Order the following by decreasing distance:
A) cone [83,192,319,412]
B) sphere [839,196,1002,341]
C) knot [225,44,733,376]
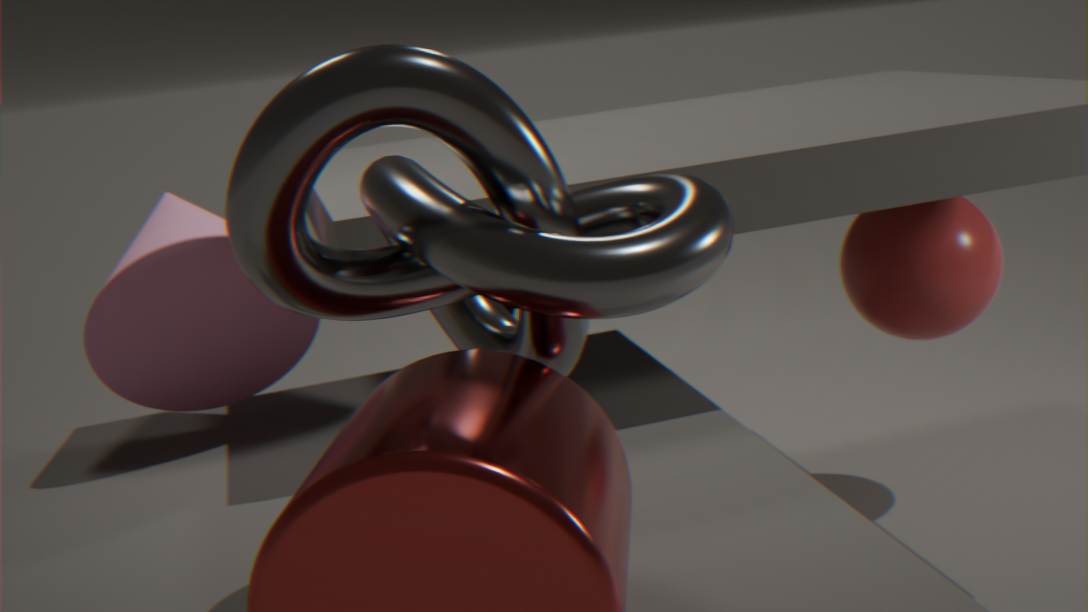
1. sphere [839,196,1002,341]
2. cone [83,192,319,412]
3. knot [225,44,733,376]
